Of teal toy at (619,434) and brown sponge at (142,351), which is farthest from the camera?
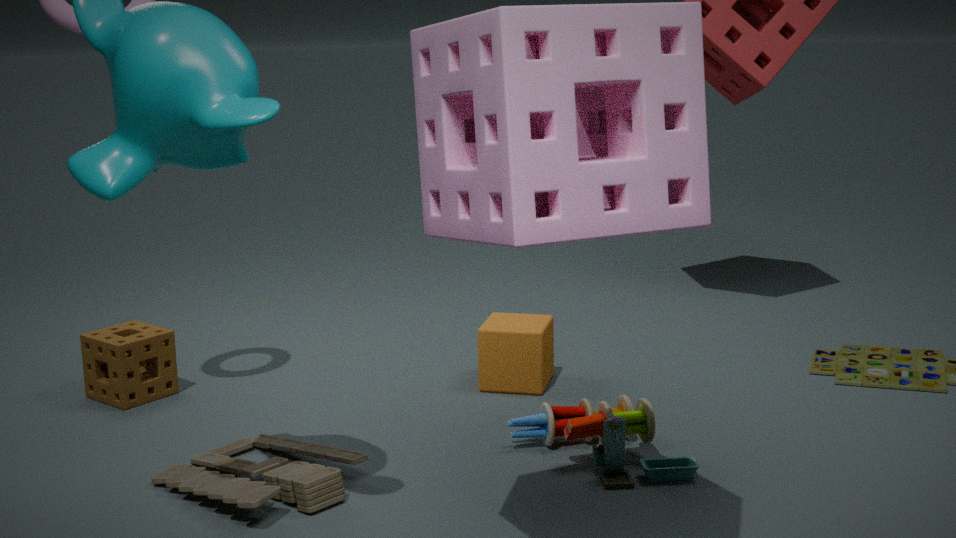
brown sponge at (142,351)
